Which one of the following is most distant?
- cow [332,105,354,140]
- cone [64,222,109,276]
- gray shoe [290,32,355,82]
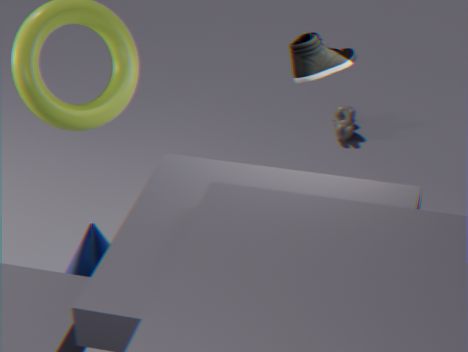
cow [332,105,354,140]
